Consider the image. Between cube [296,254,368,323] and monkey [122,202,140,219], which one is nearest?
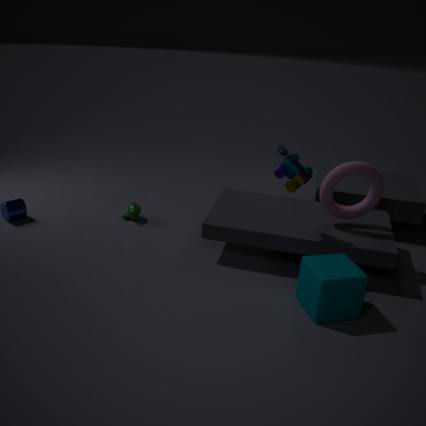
cube [296,254,368,323]
